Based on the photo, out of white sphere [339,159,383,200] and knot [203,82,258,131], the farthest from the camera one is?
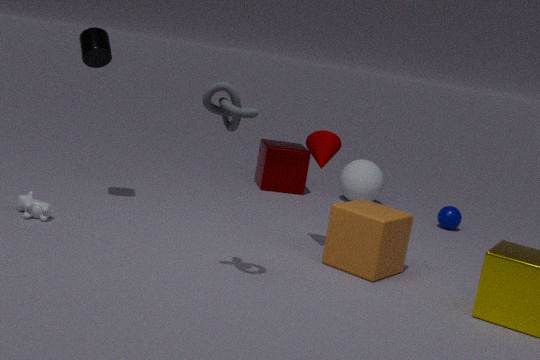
white sphere [339,159,383,200]
